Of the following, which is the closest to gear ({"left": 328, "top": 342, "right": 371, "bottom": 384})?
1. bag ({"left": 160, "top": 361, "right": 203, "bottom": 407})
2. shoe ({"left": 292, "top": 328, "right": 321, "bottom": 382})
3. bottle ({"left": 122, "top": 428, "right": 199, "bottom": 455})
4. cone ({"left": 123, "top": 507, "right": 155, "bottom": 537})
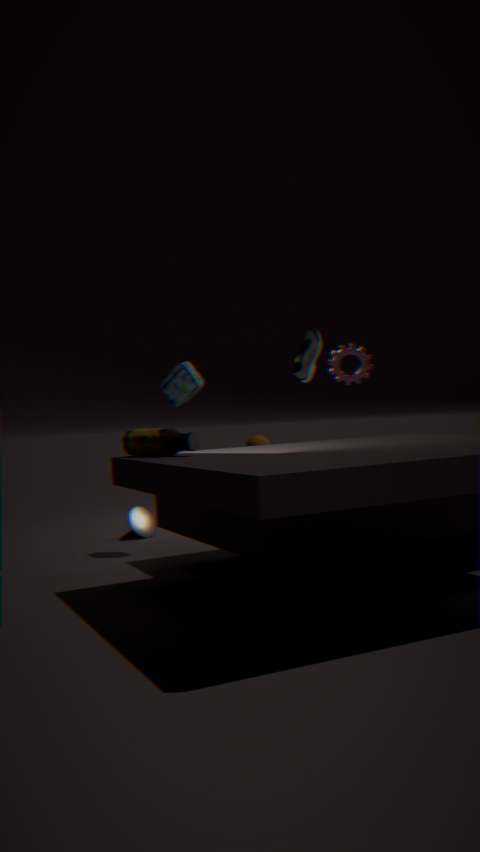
shoe ({"left": 292, "top": 328, "right": 321, "bottom": 382})
